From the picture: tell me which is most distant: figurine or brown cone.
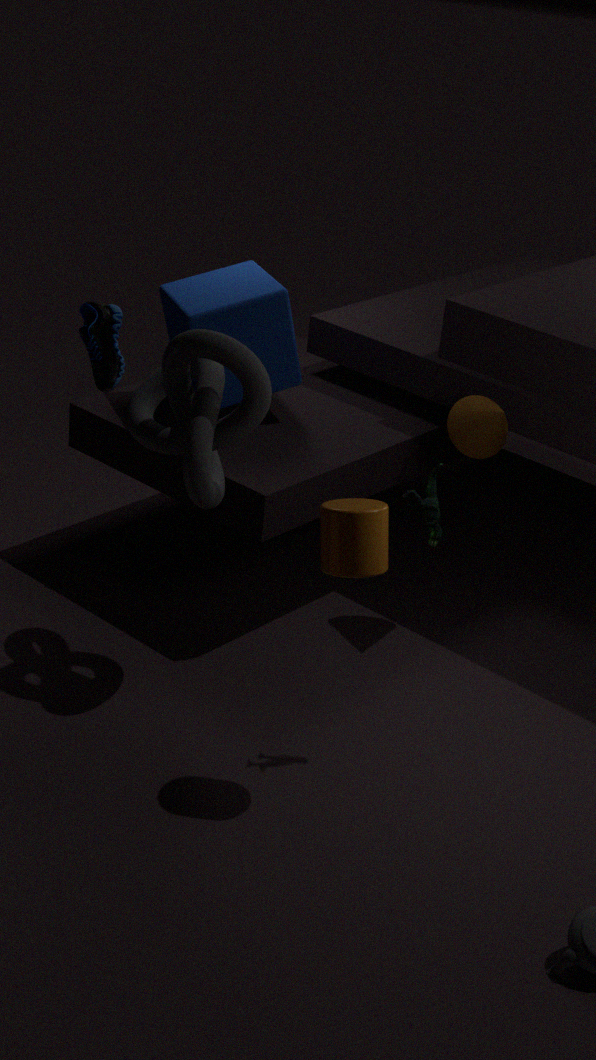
brown cone
